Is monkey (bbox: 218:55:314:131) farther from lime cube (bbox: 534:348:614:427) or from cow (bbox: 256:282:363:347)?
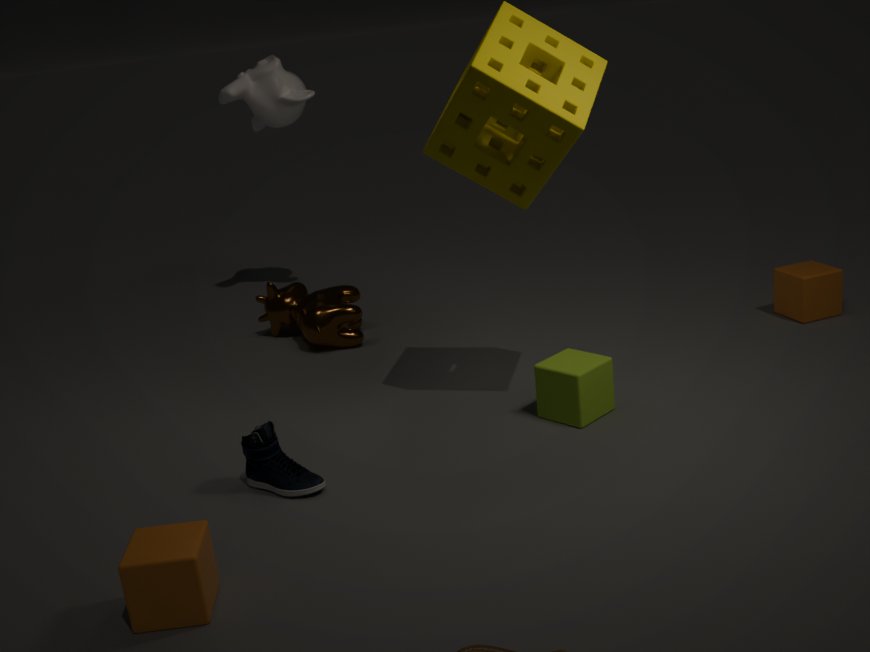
lime cube (bbox: 534:348:614:427)
